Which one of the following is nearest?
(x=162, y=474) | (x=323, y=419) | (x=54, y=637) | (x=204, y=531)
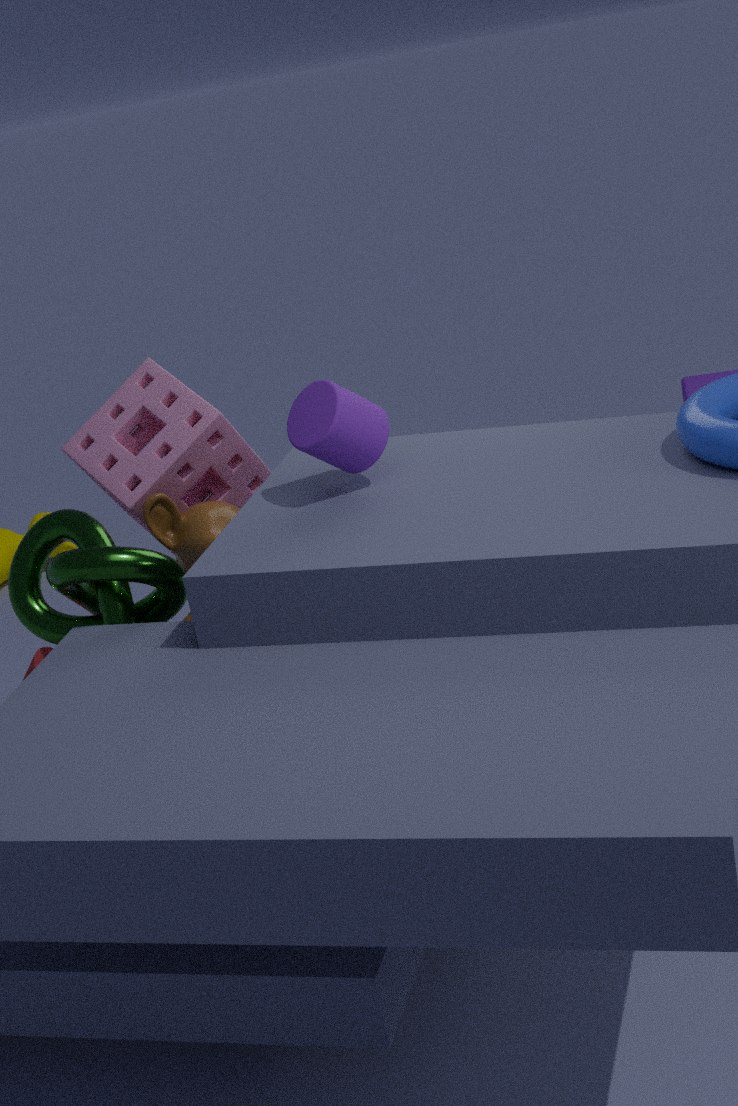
(x=323, y=419)
